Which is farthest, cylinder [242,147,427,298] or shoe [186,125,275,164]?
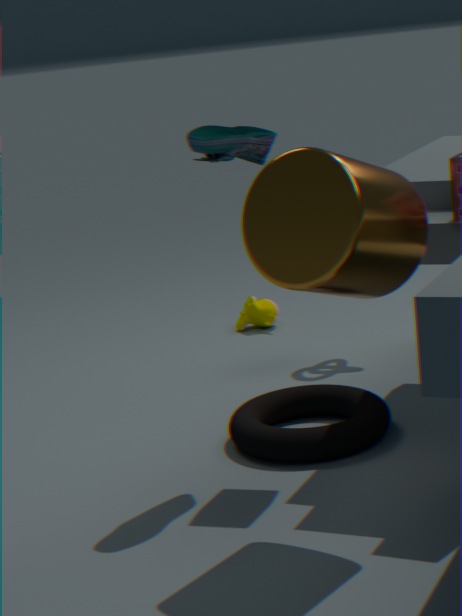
shoe [186,125,275,164]
